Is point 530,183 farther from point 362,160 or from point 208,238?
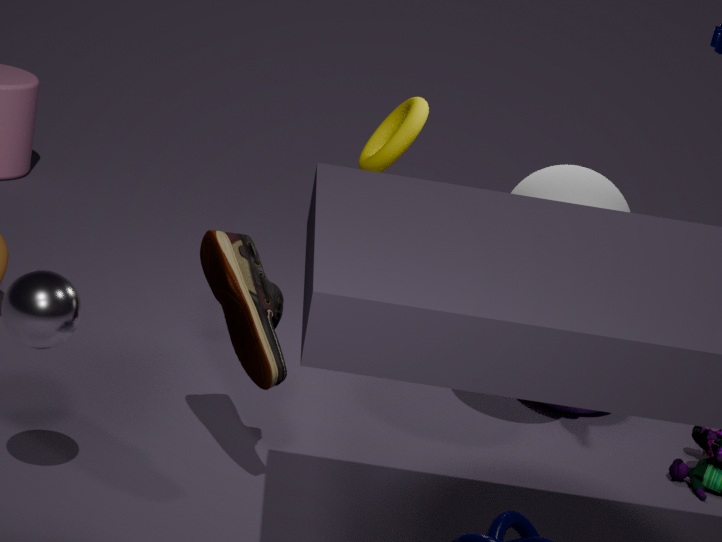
point 208,238
